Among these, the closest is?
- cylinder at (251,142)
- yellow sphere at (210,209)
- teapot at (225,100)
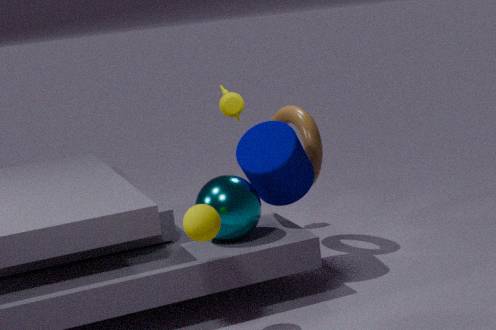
yellow sphere at (210,209)
